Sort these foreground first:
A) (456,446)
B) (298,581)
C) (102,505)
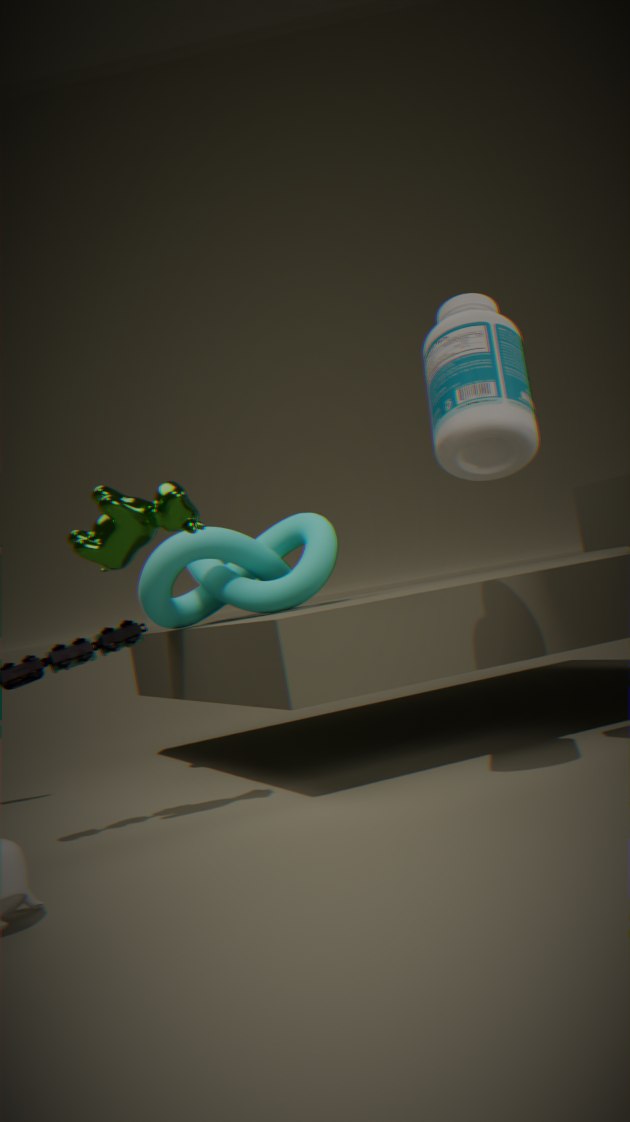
(456,446) < (102,505) < (298,581)
